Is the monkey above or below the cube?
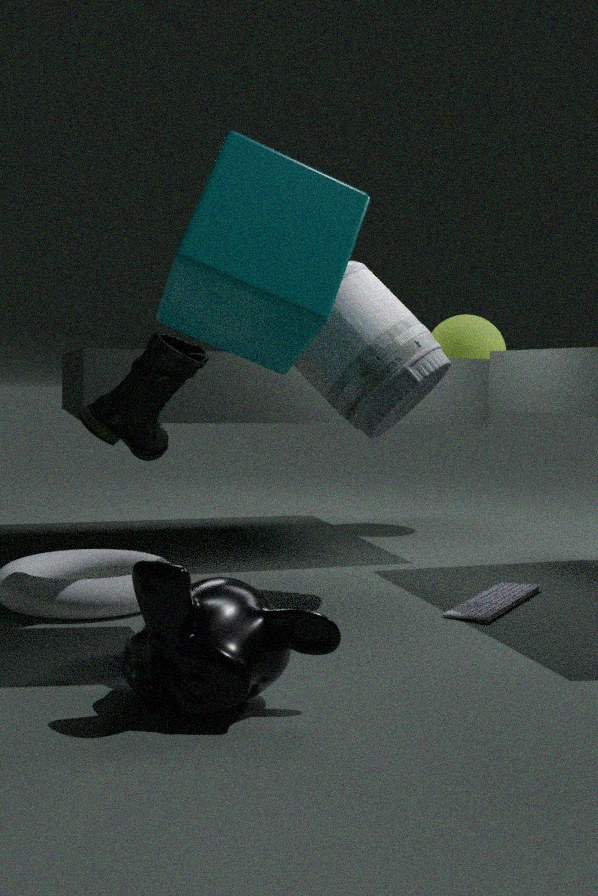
below
